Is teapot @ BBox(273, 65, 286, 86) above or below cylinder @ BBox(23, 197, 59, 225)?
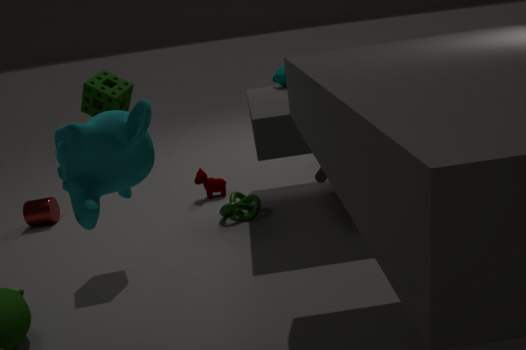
above
